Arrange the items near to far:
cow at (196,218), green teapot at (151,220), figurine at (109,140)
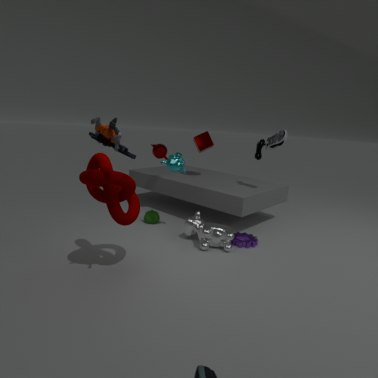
figurine at (109,140) < cow at (196,218) < green teapot at (151,220)
